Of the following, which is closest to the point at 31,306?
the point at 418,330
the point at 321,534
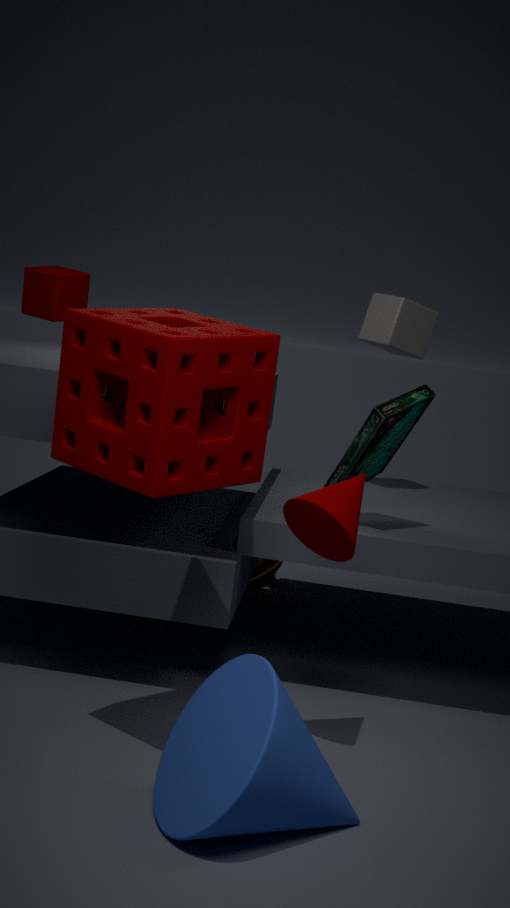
the point at 418,330
